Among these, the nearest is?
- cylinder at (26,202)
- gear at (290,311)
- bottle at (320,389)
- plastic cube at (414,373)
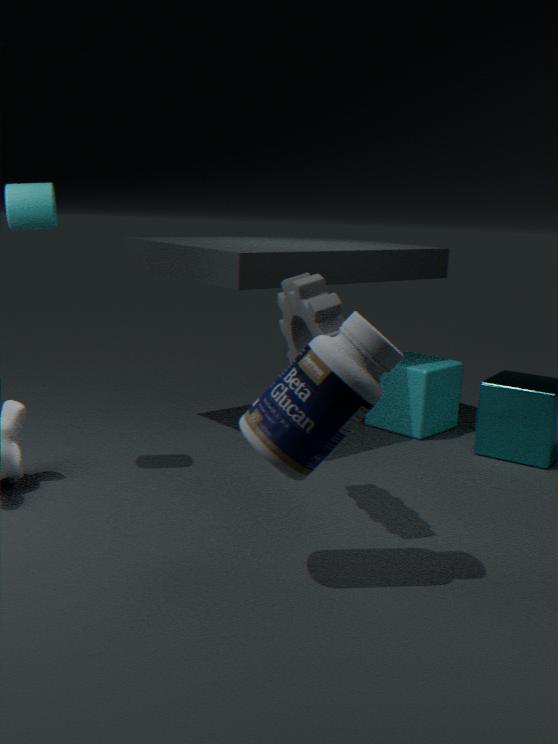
bottle at (320,389)
